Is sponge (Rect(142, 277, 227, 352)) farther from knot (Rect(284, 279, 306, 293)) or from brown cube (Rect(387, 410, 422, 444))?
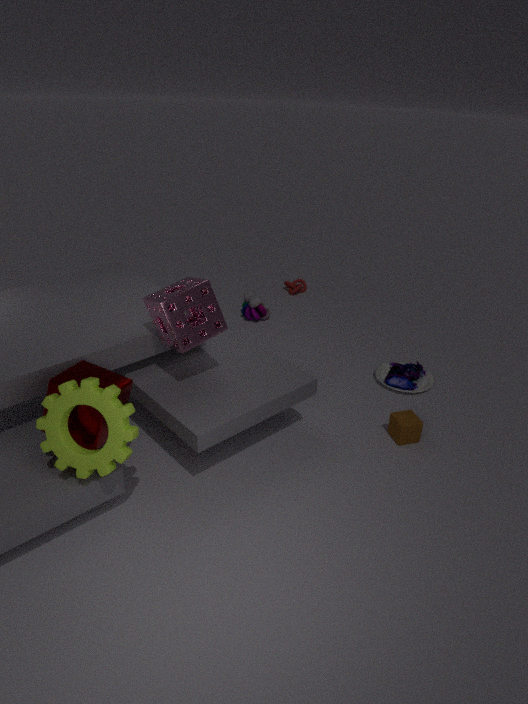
knot (Rect(284, 279, 306, 293))
